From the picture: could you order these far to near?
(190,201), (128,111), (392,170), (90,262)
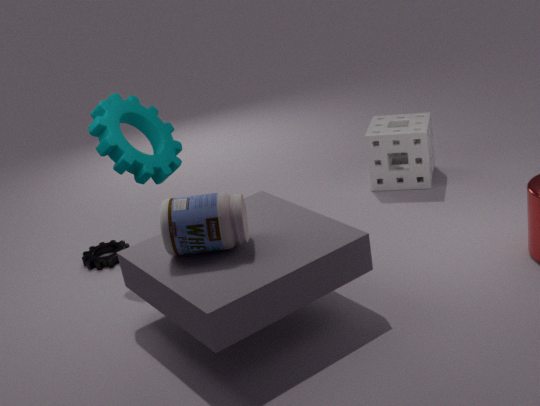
(392,170) → (90,262) → (128,111) → (190,201)
